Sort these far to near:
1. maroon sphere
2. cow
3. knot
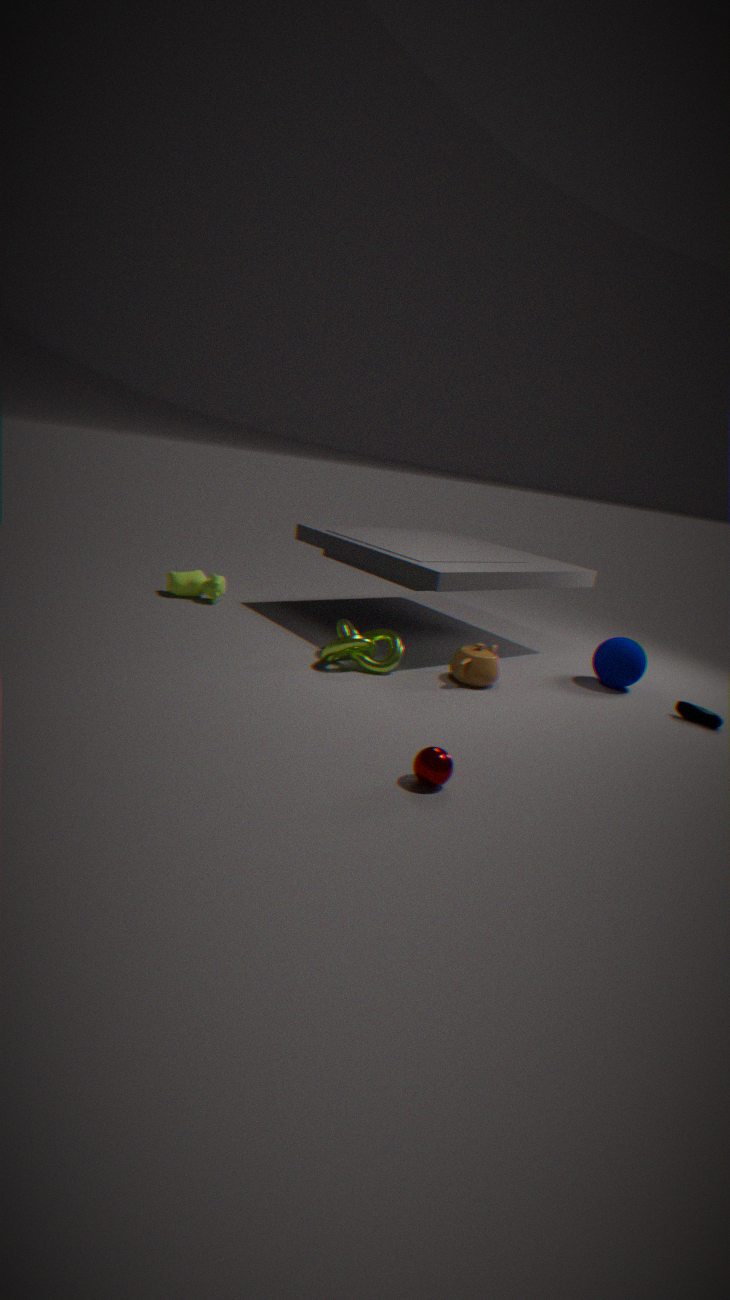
cow → knot → maroon sphere
